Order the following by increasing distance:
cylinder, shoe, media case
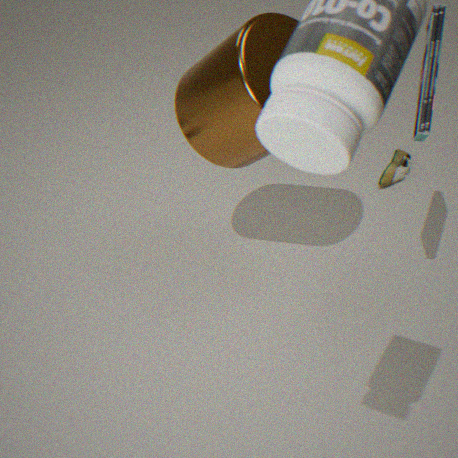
media case, cylinder, shoe
